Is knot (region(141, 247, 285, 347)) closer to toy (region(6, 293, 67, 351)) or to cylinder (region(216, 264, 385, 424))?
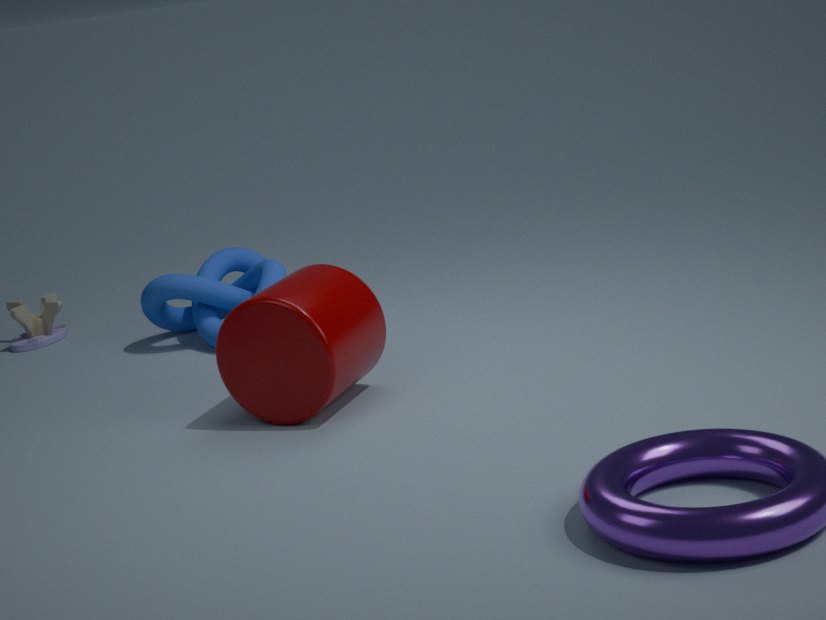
toy (region(6, 293, 67, 351))
